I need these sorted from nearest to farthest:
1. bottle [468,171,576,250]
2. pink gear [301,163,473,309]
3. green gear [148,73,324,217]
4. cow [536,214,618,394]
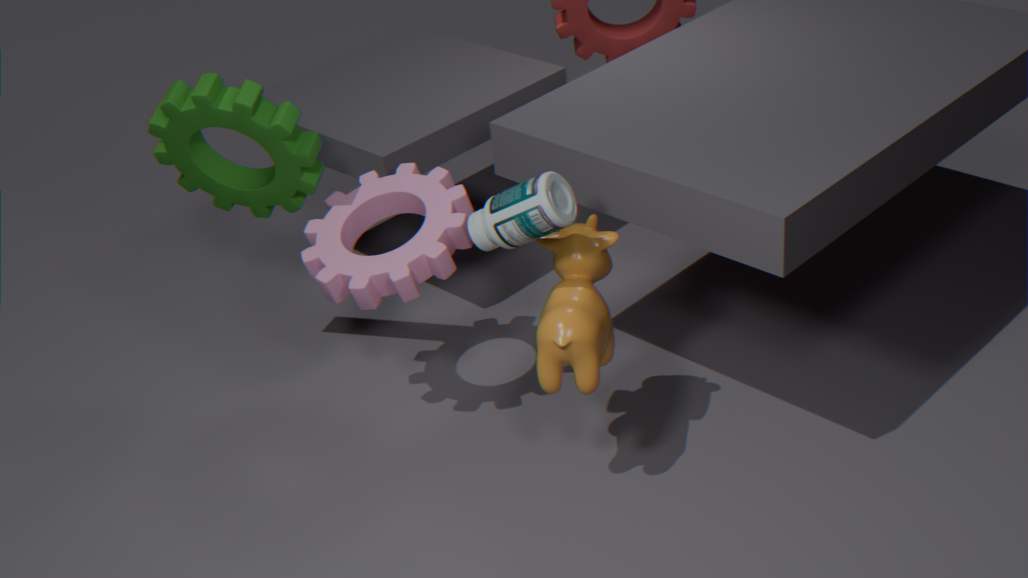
1. bottle [468,171,576,250]
2. cow [536,214,618,394]
3. pink gear [301,163,473,309]
4. green gear [148,73,324,217]
